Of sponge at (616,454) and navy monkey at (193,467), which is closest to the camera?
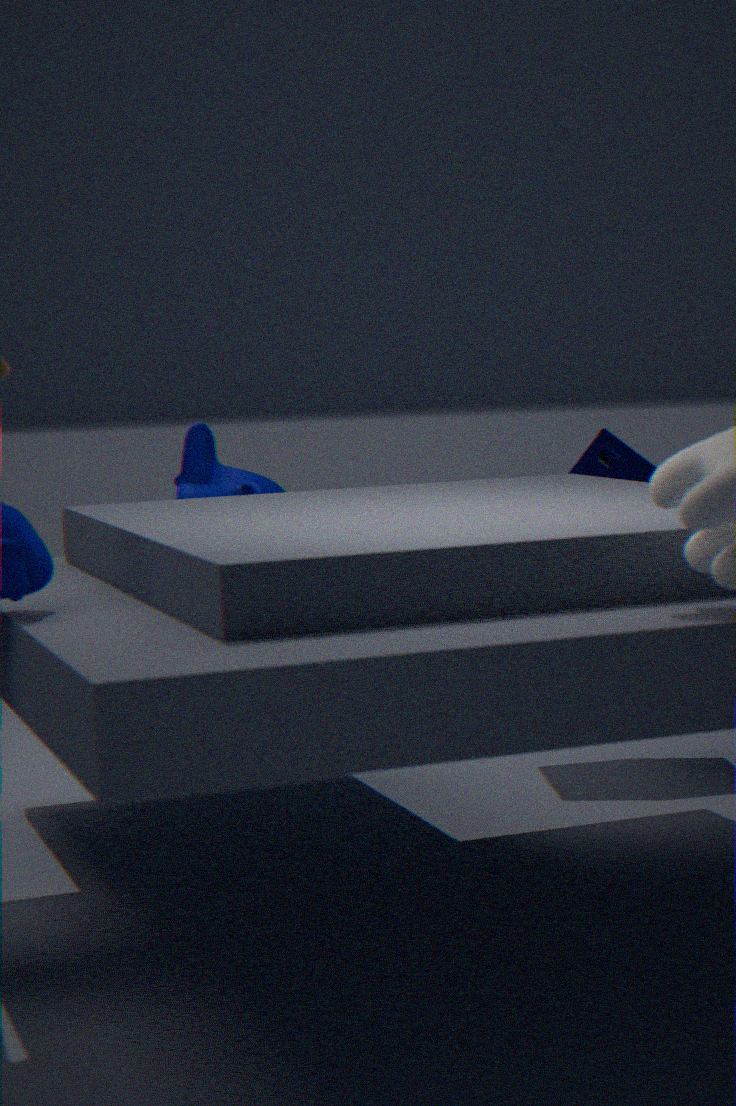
navy monkey at (193,467)
